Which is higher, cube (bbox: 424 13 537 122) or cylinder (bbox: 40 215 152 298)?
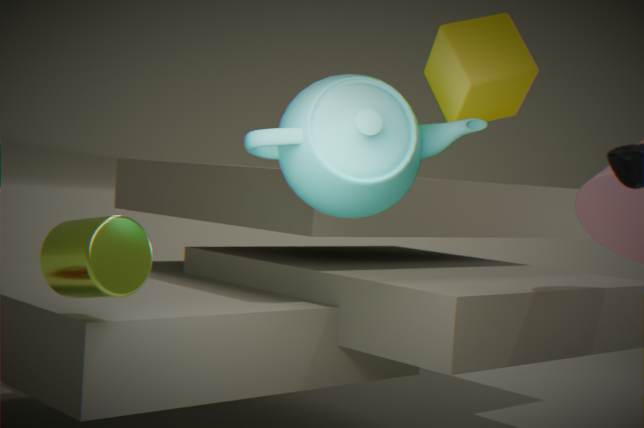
cube (bbox: 424 13 537 122)
